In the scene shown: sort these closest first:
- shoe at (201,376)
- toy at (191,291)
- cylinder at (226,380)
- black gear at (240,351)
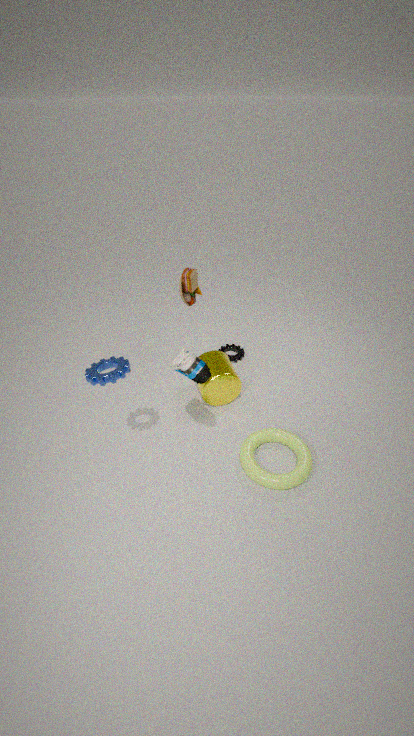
shoe at (201,376) → toy at (191,291) → cylinder at (226,380) → black gear at (240,351)
